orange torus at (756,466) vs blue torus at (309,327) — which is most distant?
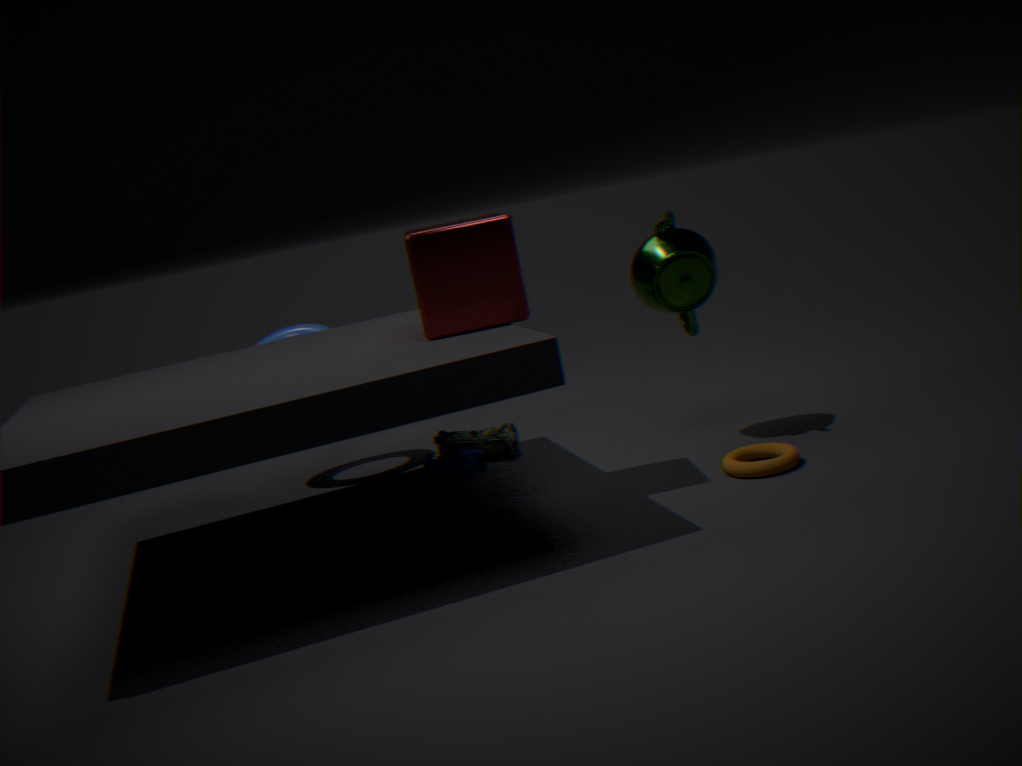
blue torus at (309,327)
